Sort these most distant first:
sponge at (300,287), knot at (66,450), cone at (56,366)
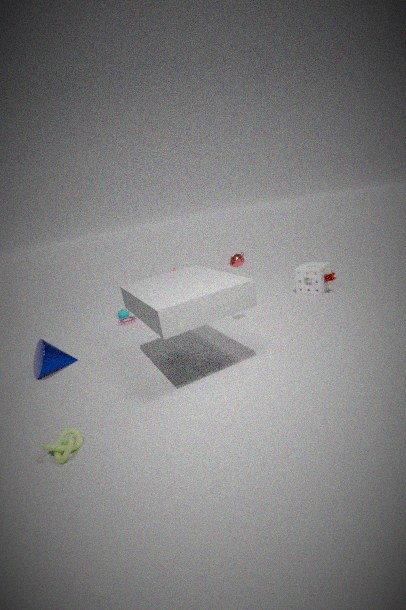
sponge at (300,287) < cone at (56,366) < knot at (66,450)
